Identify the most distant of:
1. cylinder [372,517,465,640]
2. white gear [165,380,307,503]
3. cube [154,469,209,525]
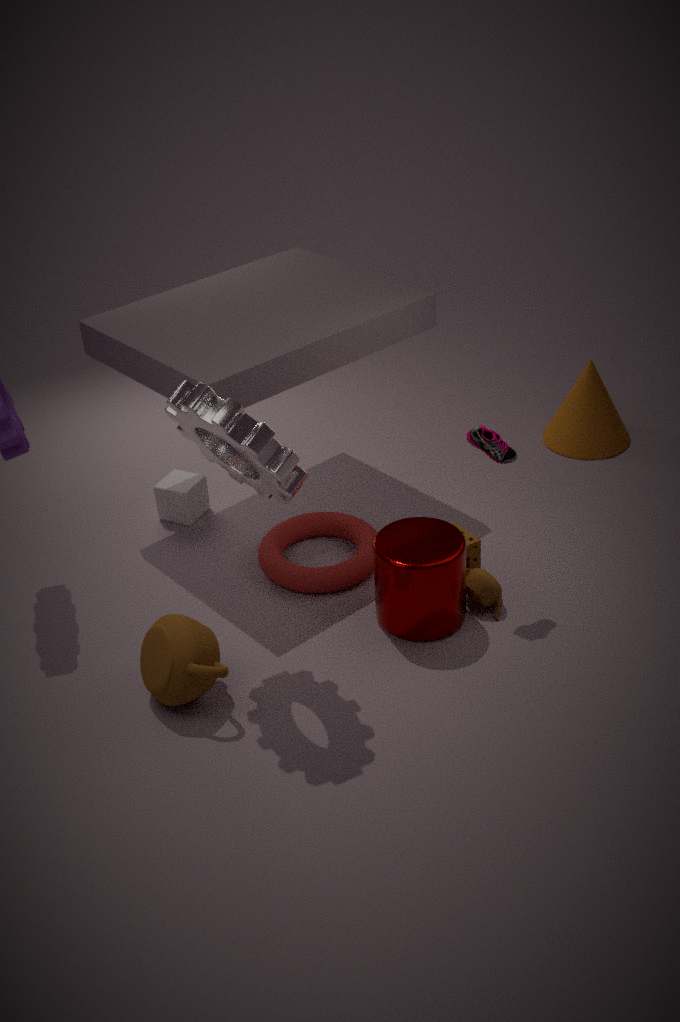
cube [154,469,209,525]
